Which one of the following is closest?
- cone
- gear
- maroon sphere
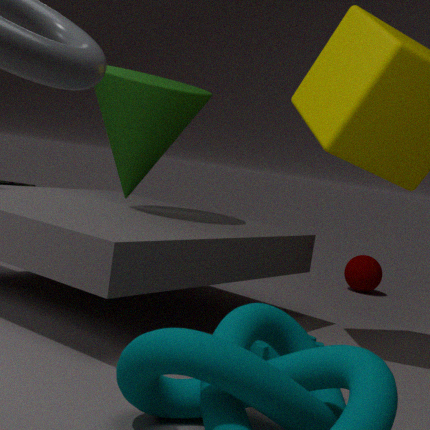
gear
